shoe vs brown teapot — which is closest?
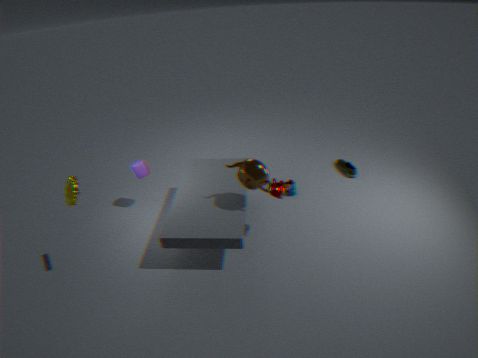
brown teapot
